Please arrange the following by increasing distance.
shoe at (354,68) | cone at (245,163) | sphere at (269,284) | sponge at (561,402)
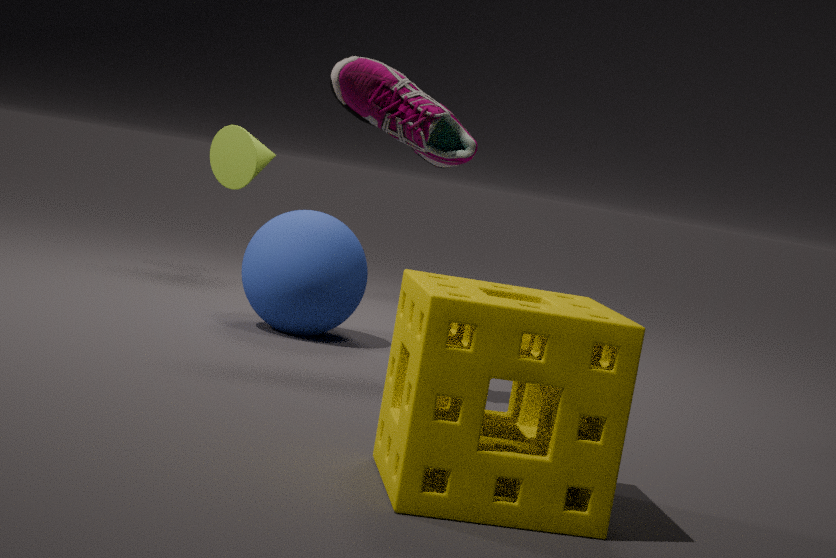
sponge at (561,402) < shoe at (354,68) < sphere at (269,284) < cone at (245,163)
